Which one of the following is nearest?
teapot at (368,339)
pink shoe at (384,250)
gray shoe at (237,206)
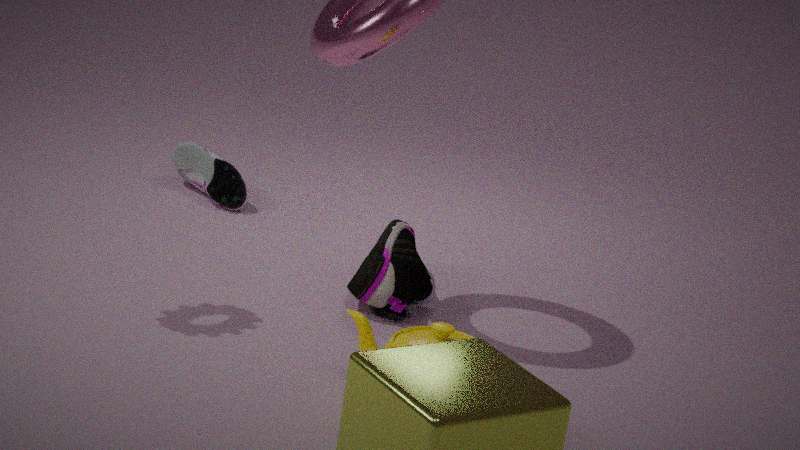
teapot at (368,339)
